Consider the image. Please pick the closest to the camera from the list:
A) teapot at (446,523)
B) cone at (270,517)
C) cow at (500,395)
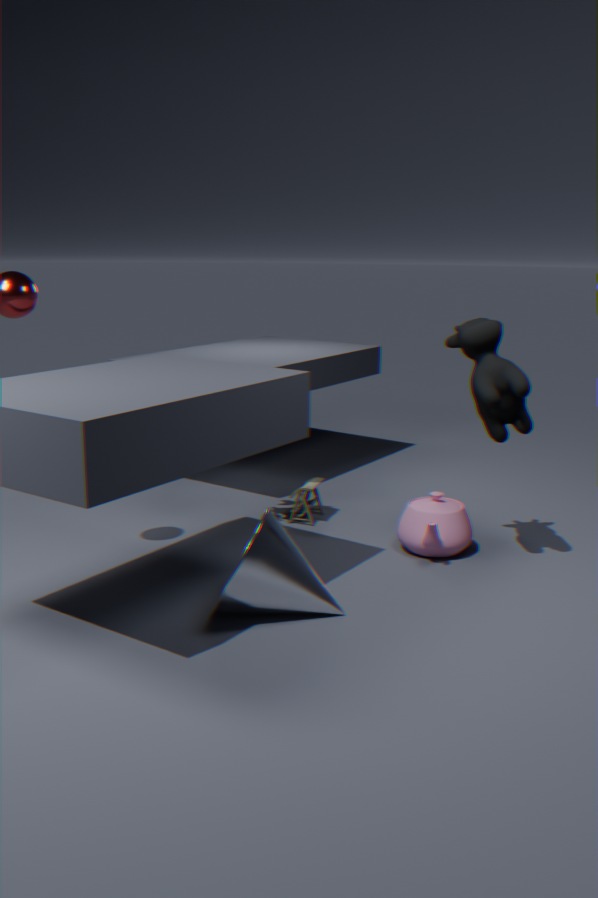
cone at (270,517)
